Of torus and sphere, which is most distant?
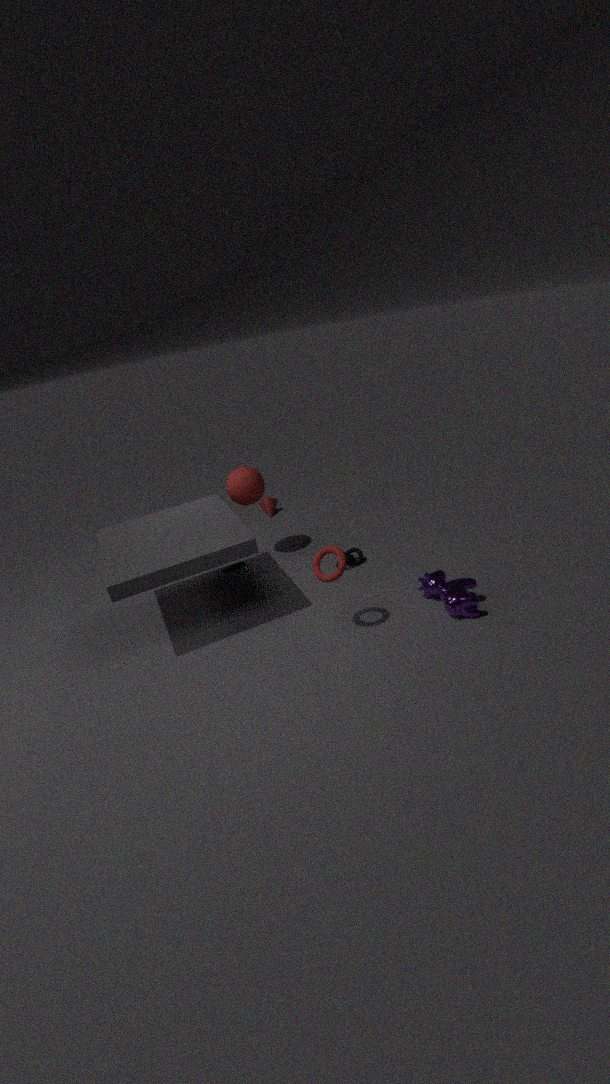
sphere
